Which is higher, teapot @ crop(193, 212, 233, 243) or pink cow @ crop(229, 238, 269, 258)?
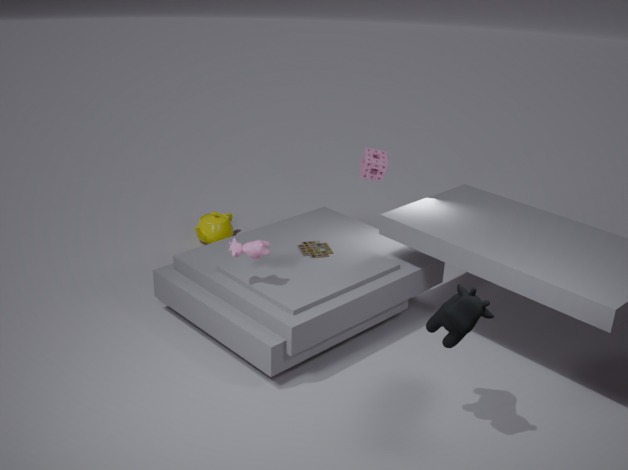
pink cow @ crop(229, 238, 269, 258)
